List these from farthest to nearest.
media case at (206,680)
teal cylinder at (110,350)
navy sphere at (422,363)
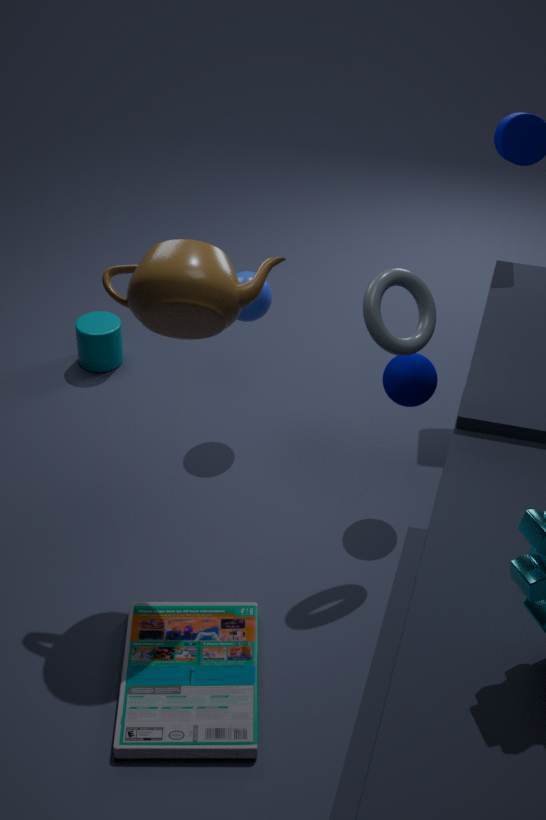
1. teal cylinder at (110,350)
2. navy sphere at (422,363)
3. media case at (206,680)
